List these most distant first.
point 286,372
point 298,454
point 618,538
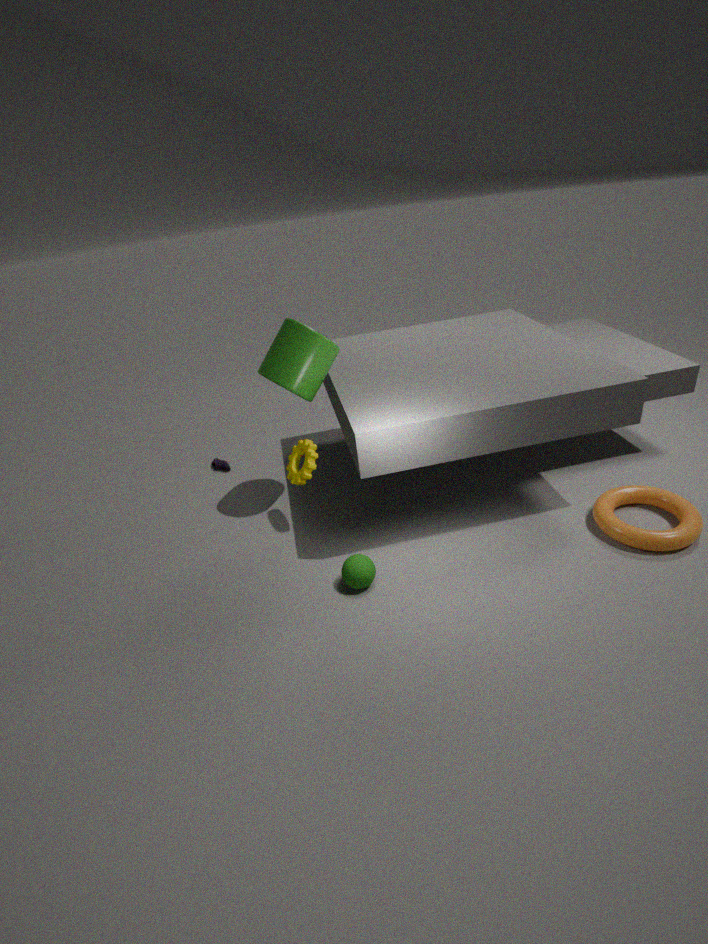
point 298,454
point 286,372
point 618,538
